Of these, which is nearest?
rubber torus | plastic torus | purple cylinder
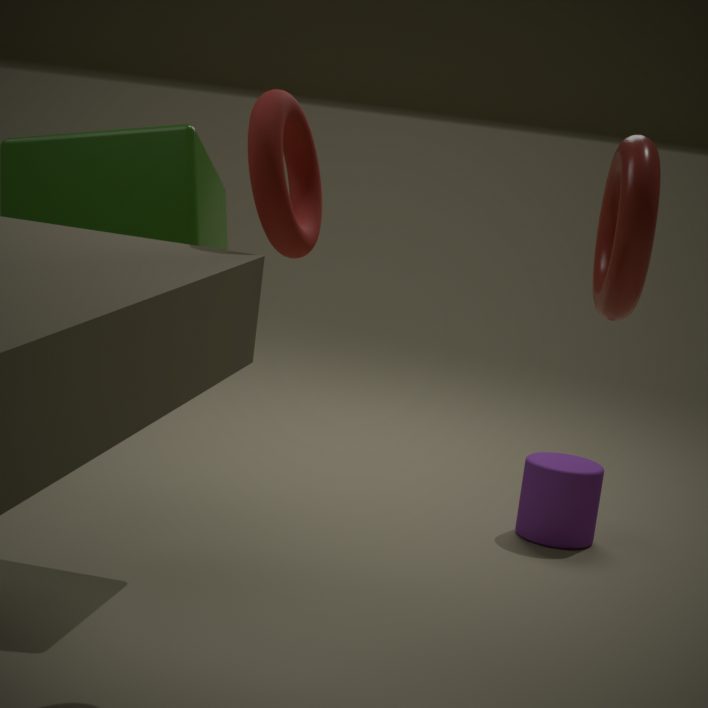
plastic torus
